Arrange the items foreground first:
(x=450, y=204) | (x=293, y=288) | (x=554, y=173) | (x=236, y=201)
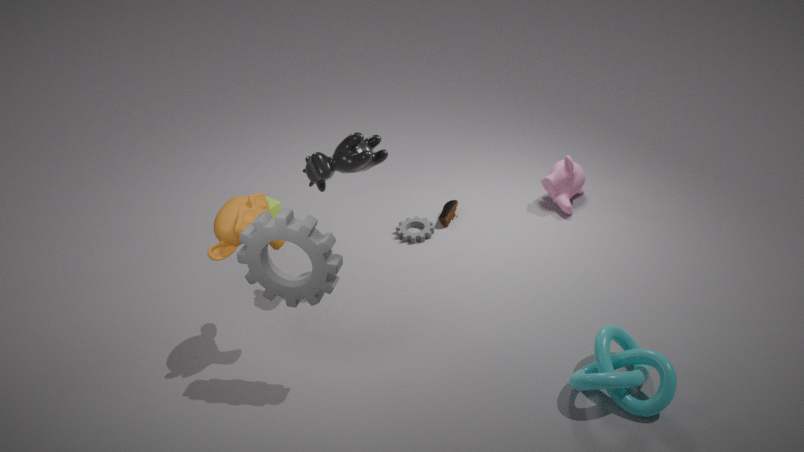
(x=293, y=288) → (x=236, y=201) → (x=554, y=173) → (x=450, y=204)
